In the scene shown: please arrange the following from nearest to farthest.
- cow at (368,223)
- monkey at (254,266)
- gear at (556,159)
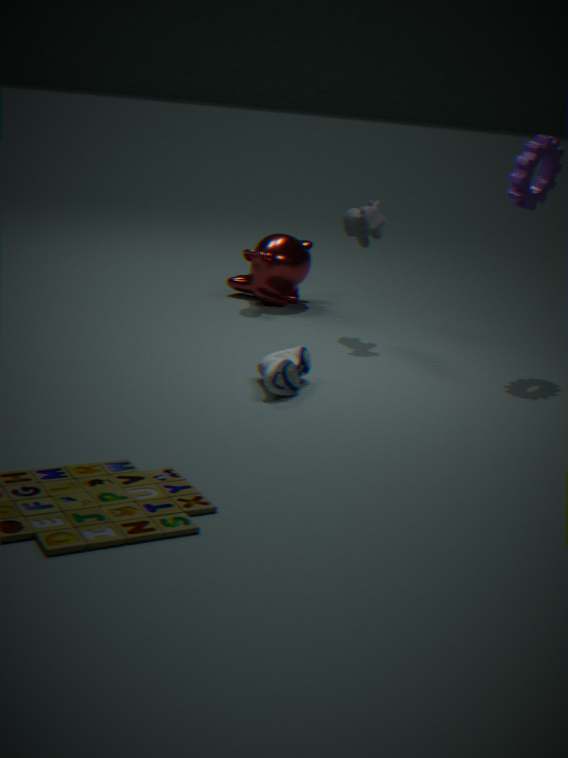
1. gear at (556,159)
2. cow at (368,223)
3. monkey at (254,266)
